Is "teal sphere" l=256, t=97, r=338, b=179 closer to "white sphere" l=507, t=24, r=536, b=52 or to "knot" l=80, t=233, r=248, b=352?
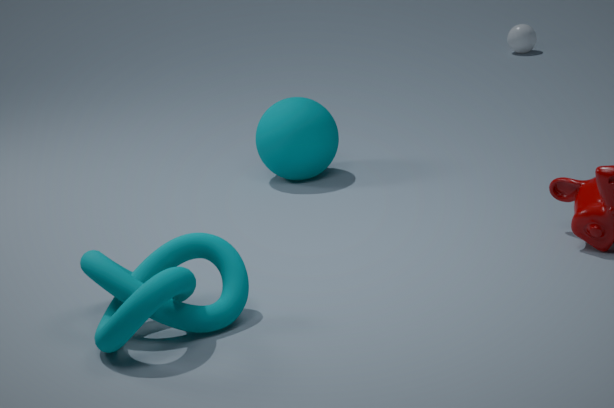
"knot" l=80, t=233, r=248, b=352
